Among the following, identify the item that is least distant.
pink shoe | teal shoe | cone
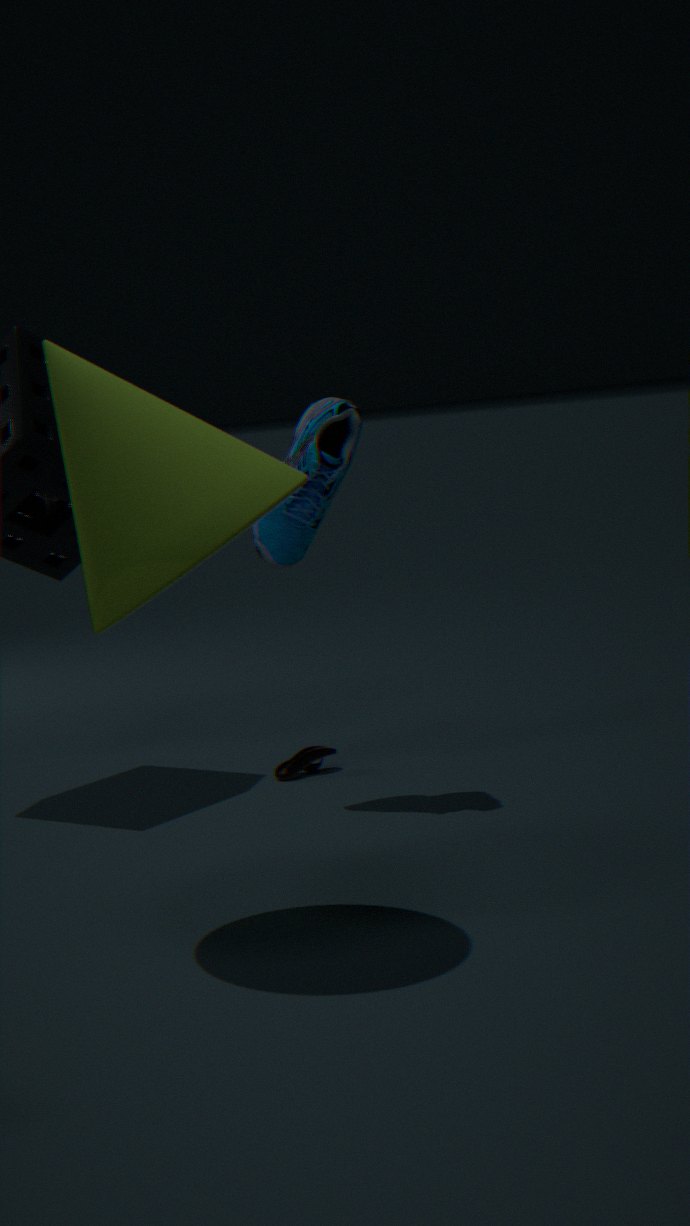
cone
